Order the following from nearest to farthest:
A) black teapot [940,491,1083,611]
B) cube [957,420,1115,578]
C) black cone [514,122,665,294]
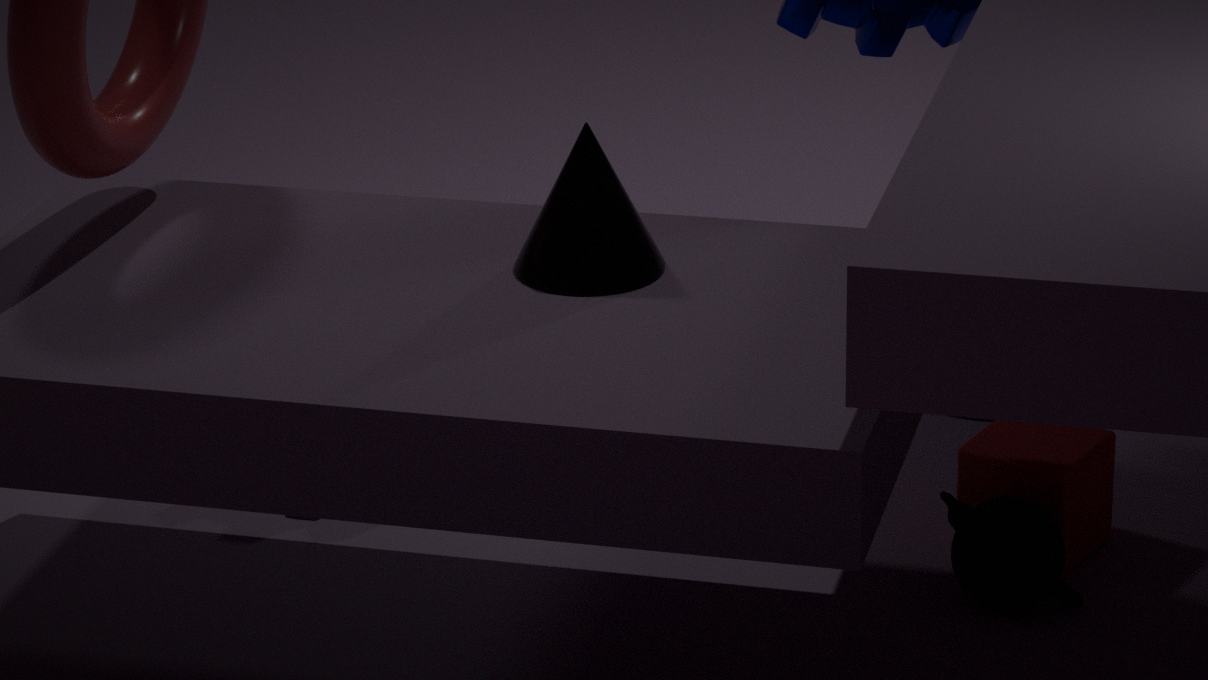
black cone [514,122,665,294], black teapot [940,491,1083,611], cube [957,420,1115,578]
